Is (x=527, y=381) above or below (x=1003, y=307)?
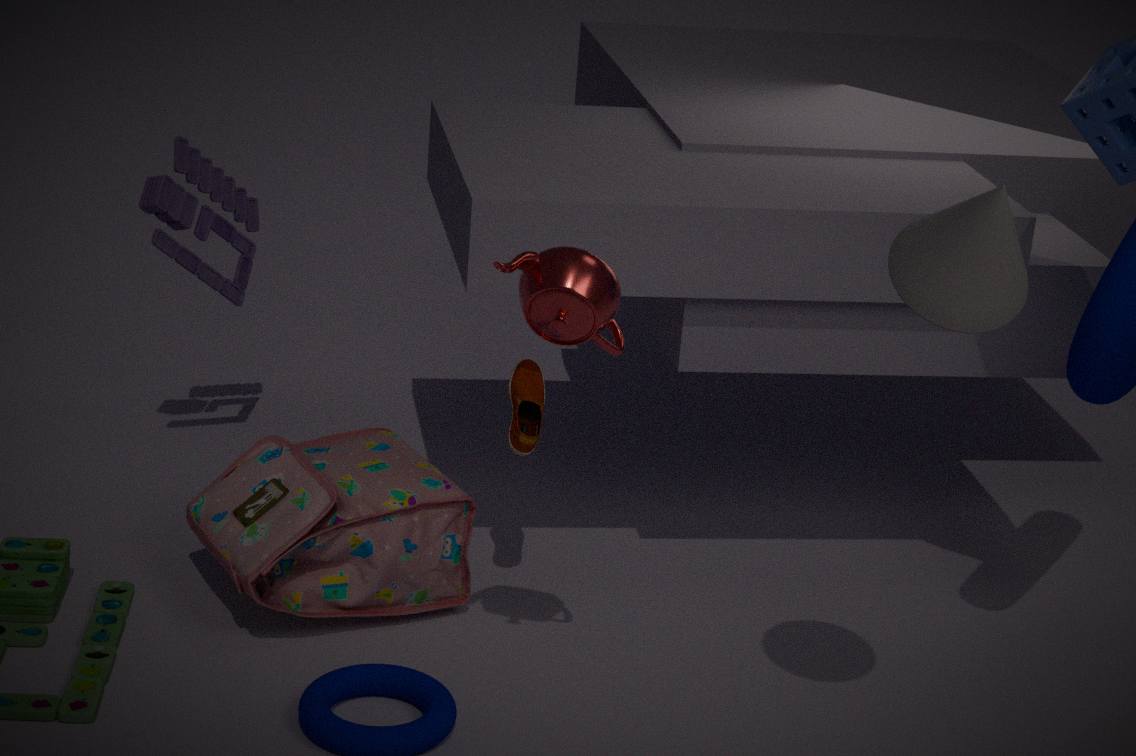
below
